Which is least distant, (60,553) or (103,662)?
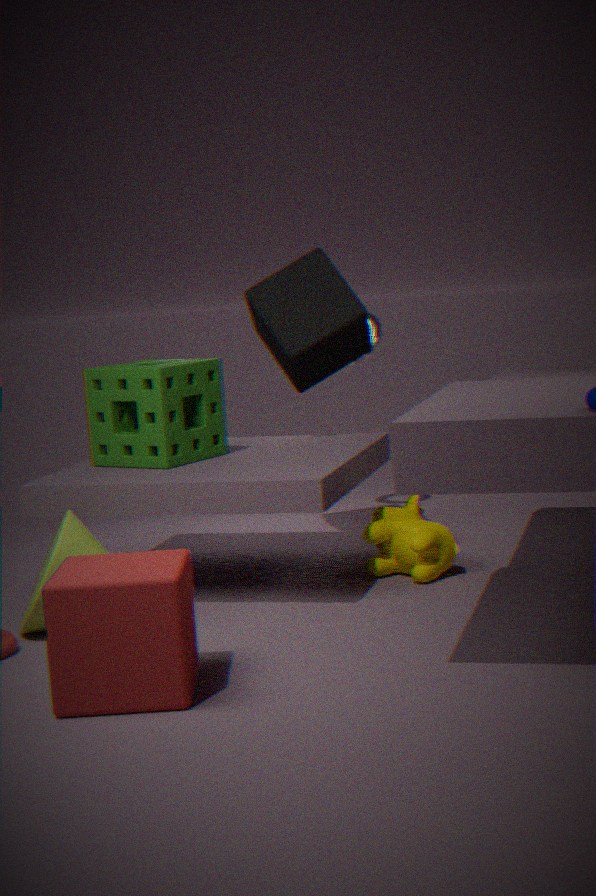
(103,662)
